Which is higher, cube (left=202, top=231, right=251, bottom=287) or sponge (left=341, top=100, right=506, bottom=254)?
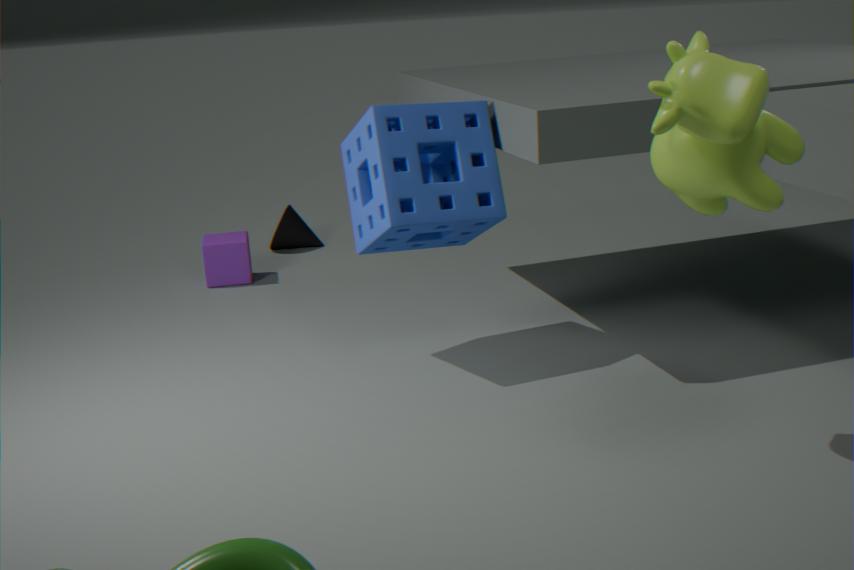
sponge (left=341, top=100, right=506, bottom=254)
